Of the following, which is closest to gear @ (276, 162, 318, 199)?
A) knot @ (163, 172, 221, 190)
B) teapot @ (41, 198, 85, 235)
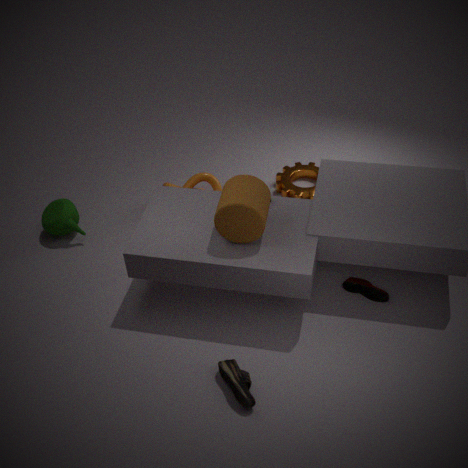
knot @ (163, 172, 221, 190)
